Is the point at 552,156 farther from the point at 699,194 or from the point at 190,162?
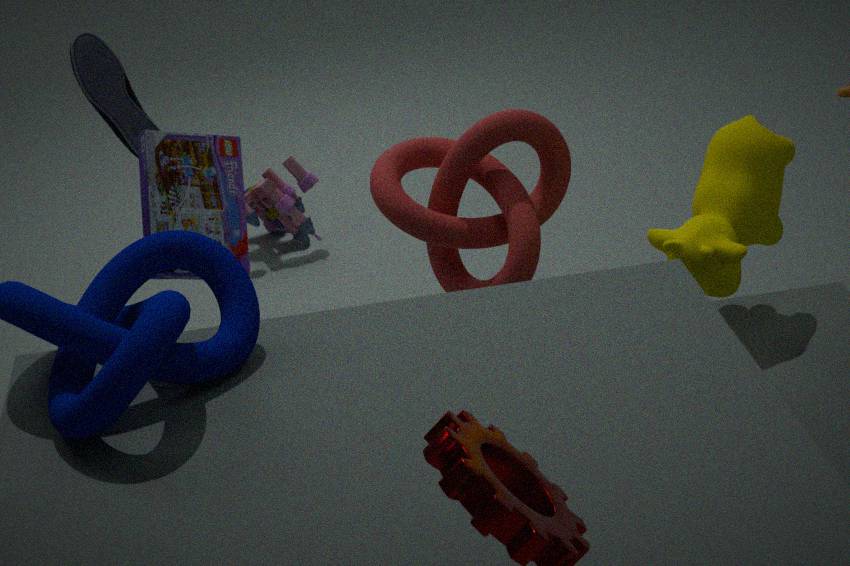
the point at 190,162
